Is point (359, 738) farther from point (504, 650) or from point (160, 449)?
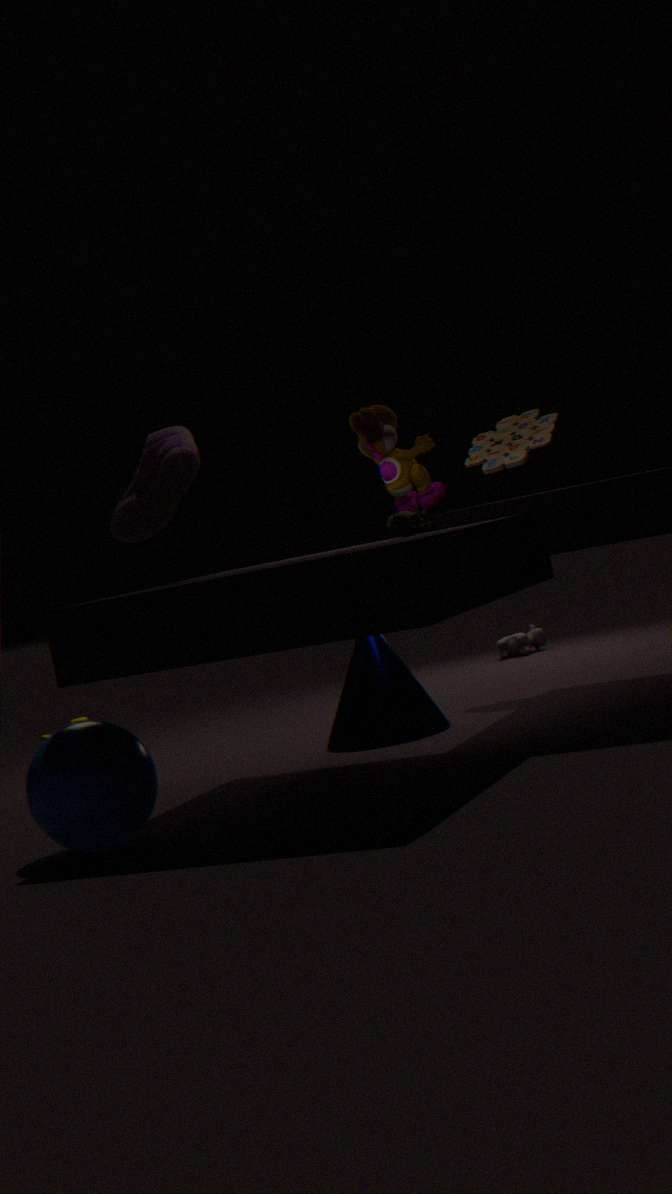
point (504, 650)
